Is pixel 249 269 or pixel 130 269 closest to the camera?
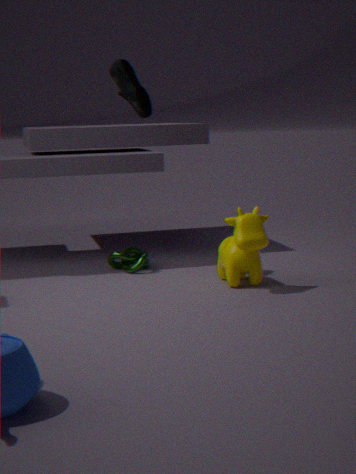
pixel 249 269
